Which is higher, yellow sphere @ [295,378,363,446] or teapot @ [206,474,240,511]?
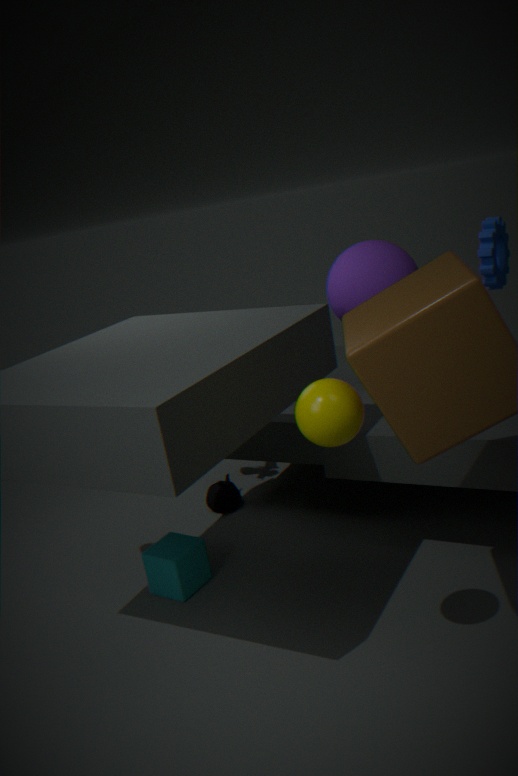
yellow sphere @ [295,378,363,446]
